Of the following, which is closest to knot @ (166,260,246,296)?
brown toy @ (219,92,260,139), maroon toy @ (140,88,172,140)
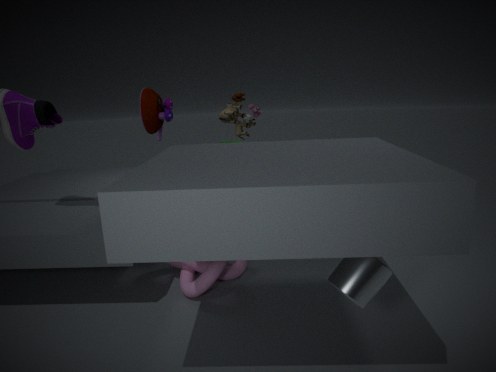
maroon toy @ (140,88,172,140)
